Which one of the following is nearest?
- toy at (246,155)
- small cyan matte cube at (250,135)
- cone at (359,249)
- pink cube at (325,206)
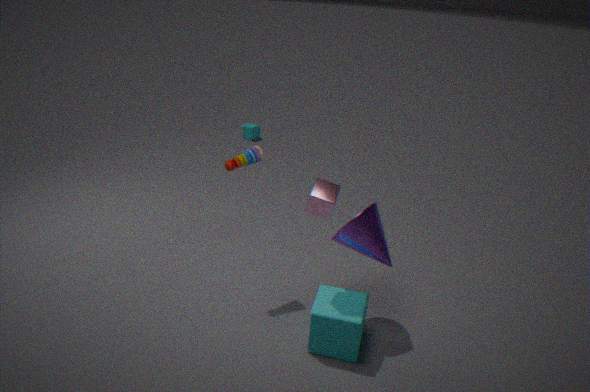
pink cube at (325,206)
